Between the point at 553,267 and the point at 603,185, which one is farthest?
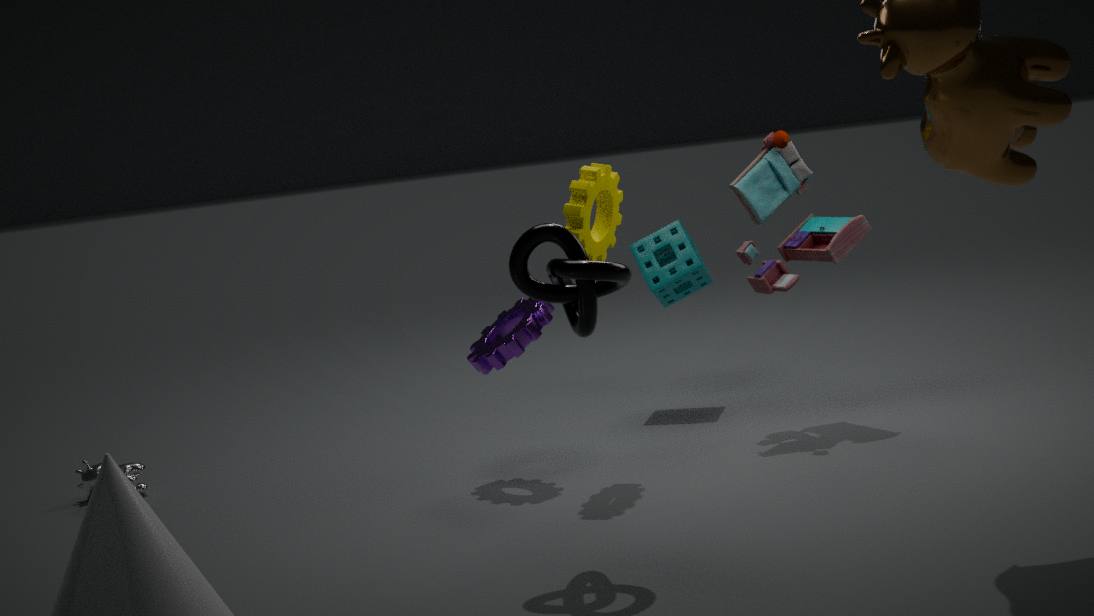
the point at 603,185
